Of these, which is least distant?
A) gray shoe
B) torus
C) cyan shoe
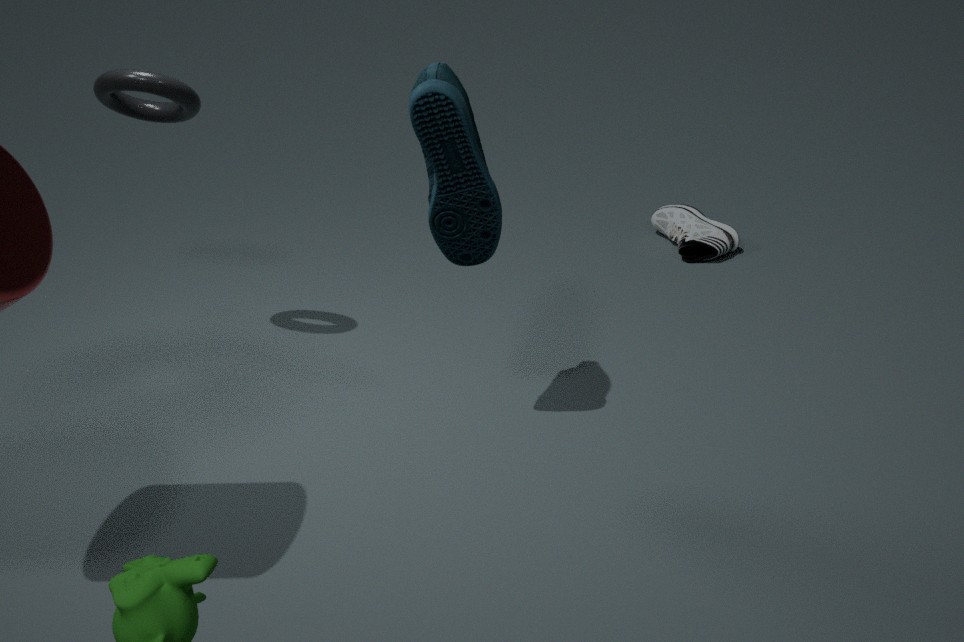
cyan shoe
